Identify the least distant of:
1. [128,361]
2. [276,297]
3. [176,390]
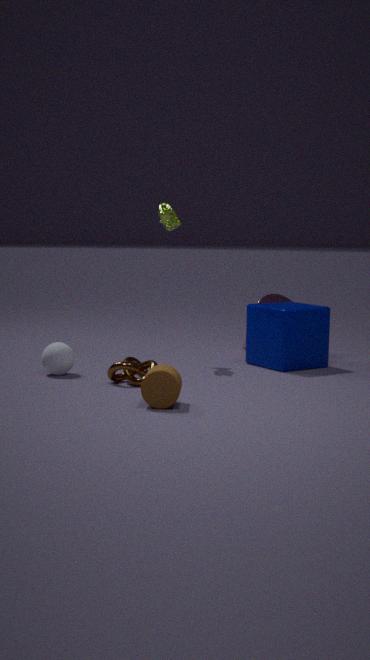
[176,390]
